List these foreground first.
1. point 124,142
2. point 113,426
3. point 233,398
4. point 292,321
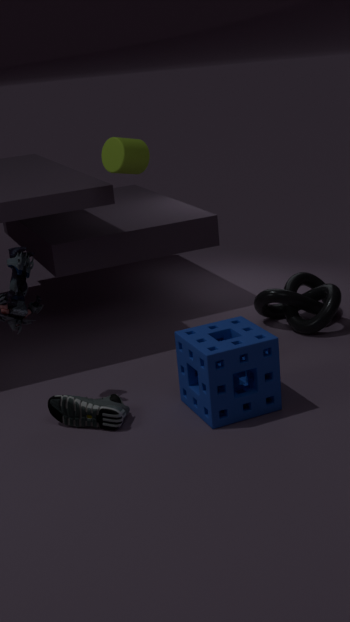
point 233,398, point 113,426, point 124,142, point 292,321
